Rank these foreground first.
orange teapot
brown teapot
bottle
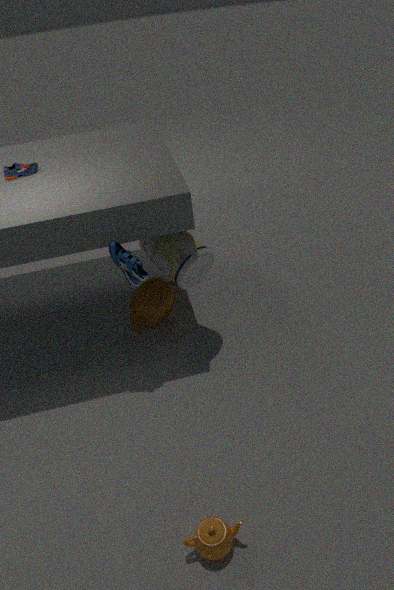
orange teapot
bottle
brown teapot
